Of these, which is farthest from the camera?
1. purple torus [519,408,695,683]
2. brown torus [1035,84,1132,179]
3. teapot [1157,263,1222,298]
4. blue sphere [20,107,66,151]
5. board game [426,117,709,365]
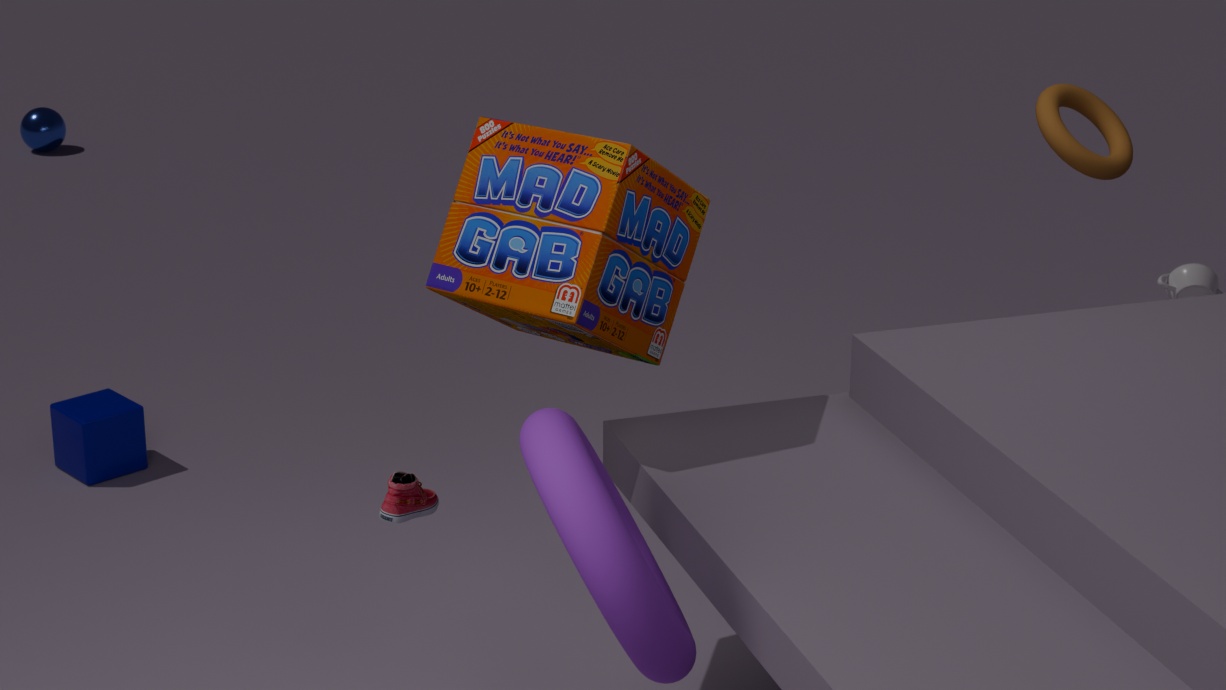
blue sphere [20,107,66,151]
